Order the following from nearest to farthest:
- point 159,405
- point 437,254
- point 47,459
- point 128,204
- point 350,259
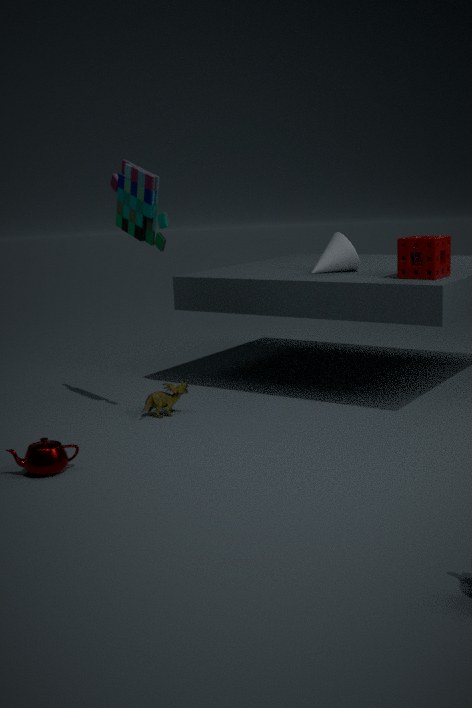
point 47,459, point 437,254, point 128,204, point 159,405, point 350,259
